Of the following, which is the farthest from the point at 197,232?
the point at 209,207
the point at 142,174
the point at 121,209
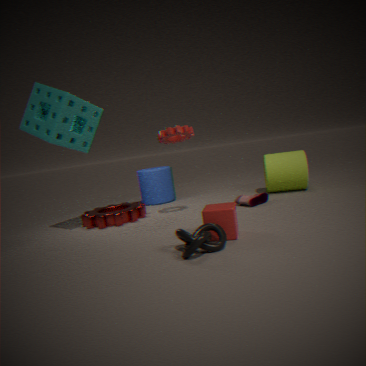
the point at 142,174
